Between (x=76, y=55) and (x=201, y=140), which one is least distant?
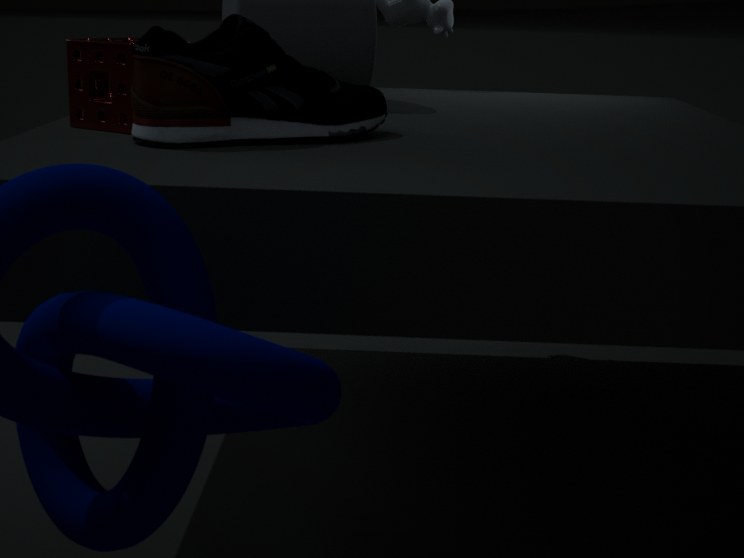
(x=201, y=140)
